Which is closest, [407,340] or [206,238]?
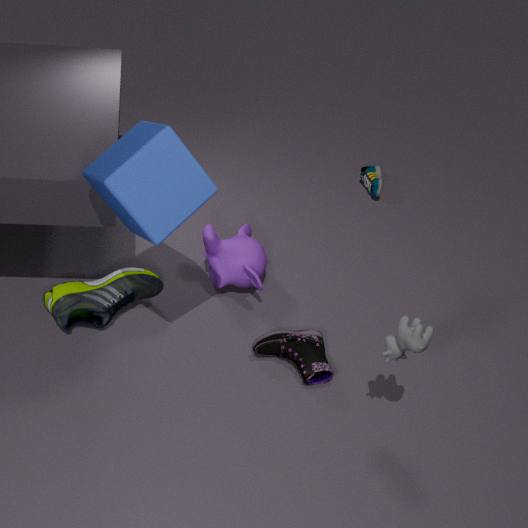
[407,340]
